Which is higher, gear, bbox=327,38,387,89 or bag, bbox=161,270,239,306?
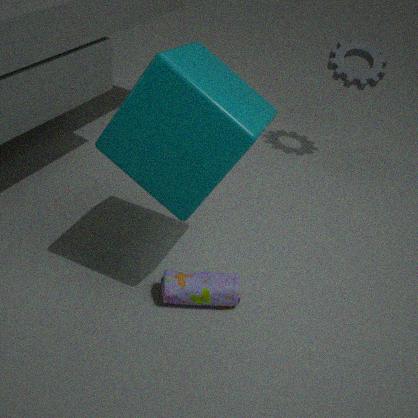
gear, bbox=327,38,387,89
